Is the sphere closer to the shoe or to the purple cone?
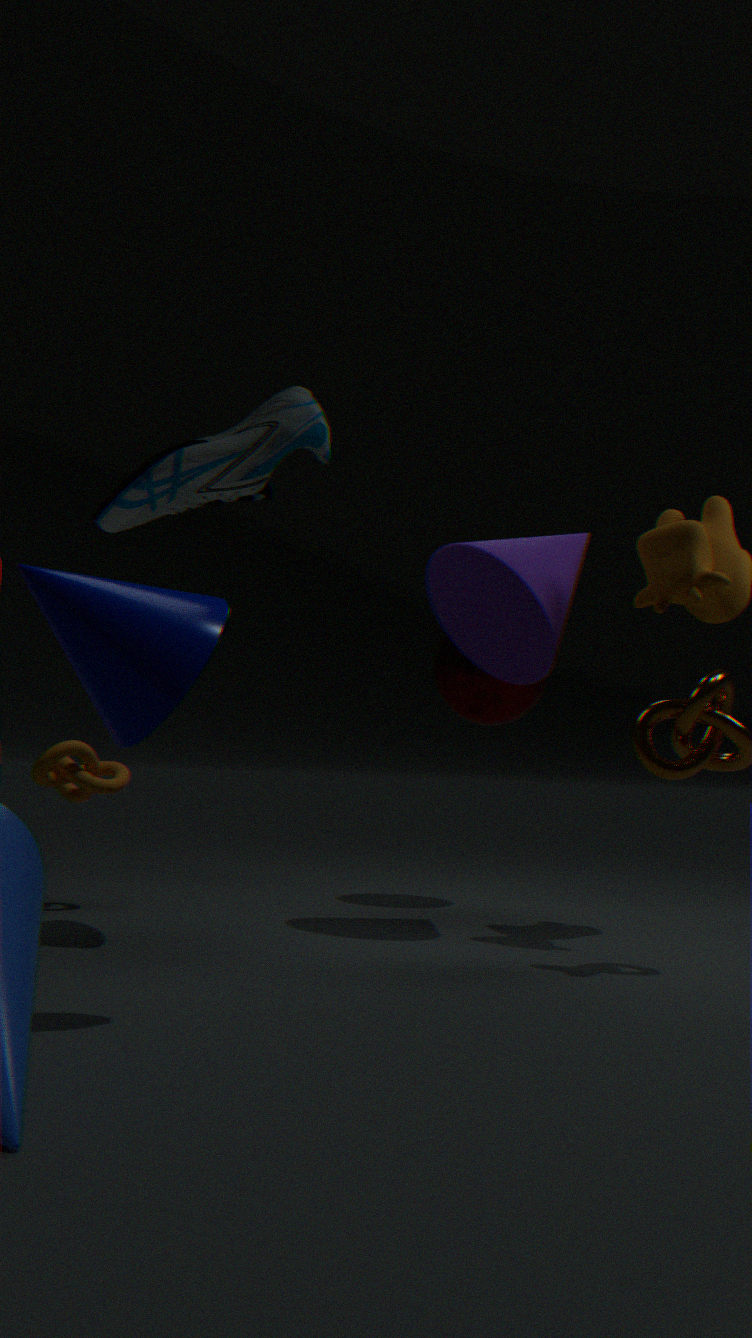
the purple cone
